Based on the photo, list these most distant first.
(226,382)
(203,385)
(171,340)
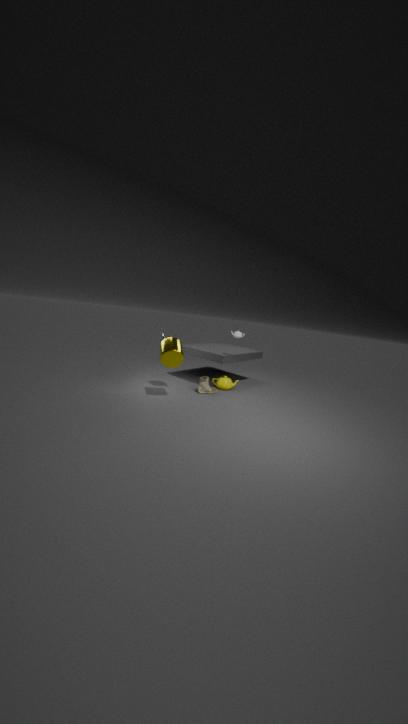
(226,382) < (203,385) < (171,340)
